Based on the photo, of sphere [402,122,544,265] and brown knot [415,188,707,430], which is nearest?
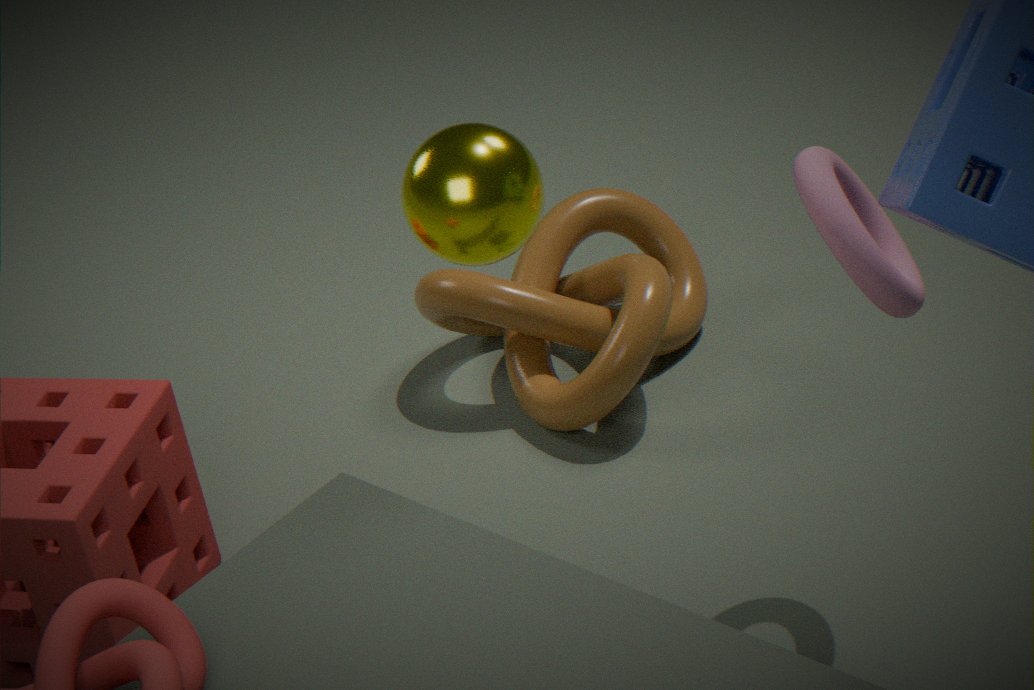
sphere [402,122,544,265]
